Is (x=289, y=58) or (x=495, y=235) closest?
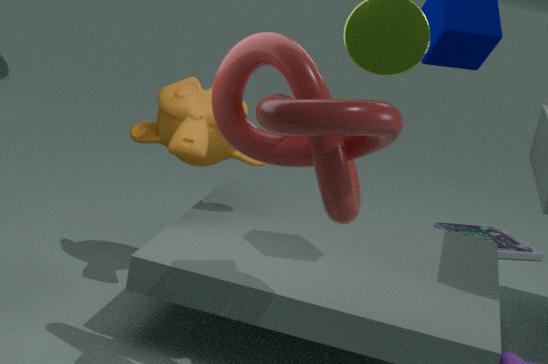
(x=289, y=58)
